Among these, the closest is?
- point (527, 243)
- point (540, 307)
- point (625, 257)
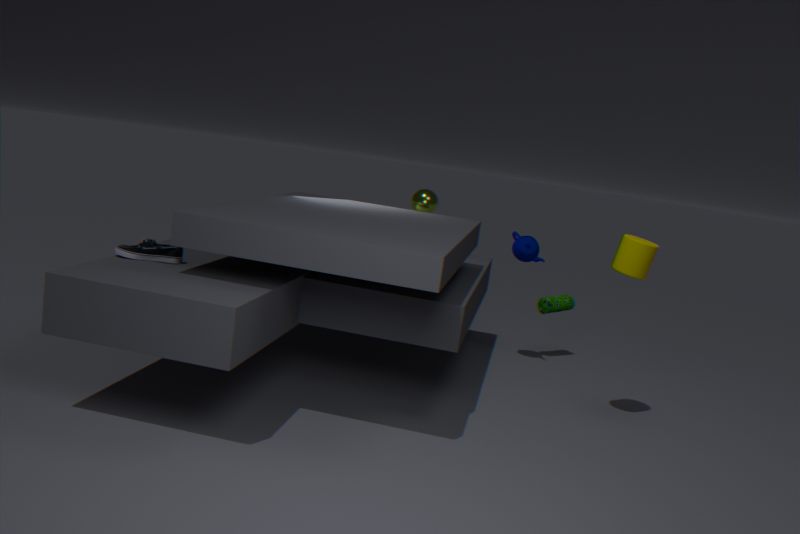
point (625, 257)
